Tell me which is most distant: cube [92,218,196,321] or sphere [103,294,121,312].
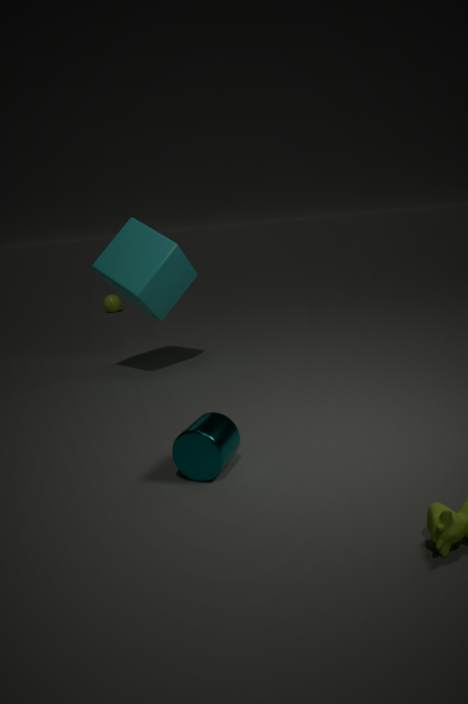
sphere [103,294,121,312]
